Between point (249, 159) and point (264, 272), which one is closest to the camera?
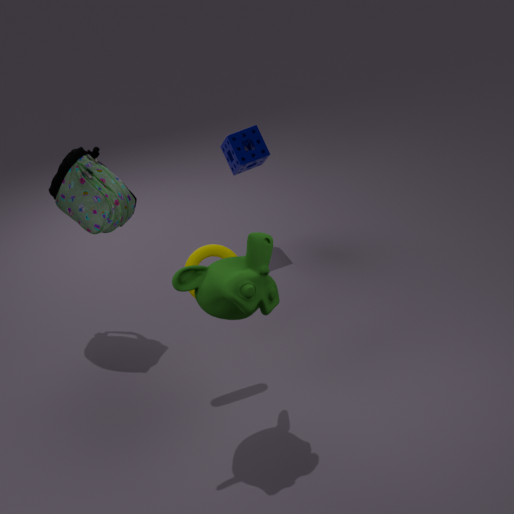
point (264, 272)
